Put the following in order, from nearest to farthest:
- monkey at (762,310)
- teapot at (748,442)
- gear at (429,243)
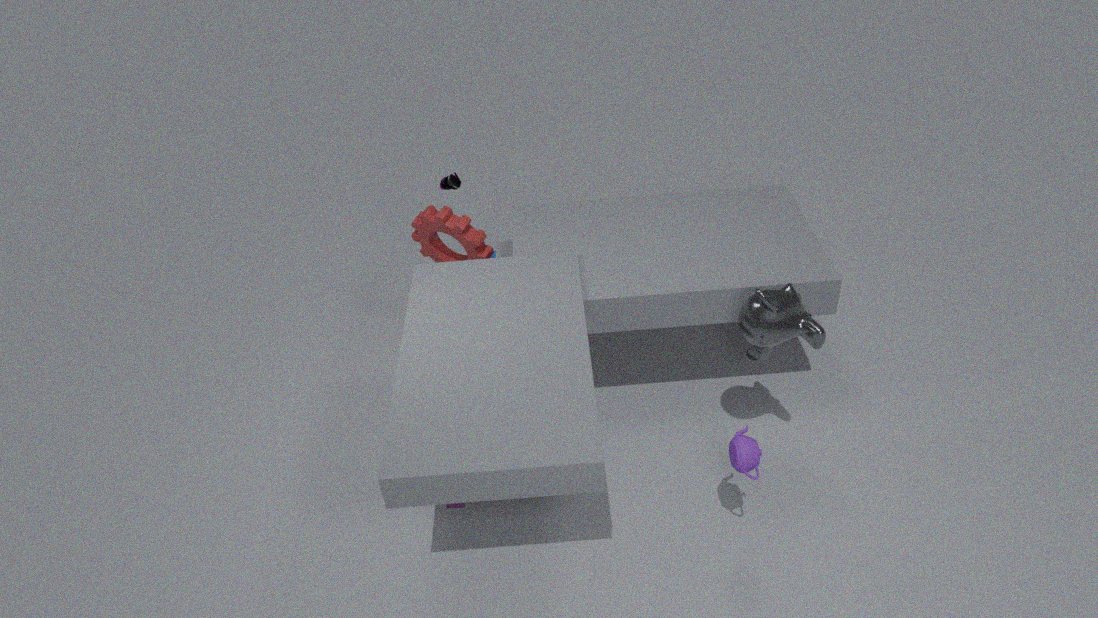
teapot at (748,442)
monkey at (762,310)
gear at (429,243)
